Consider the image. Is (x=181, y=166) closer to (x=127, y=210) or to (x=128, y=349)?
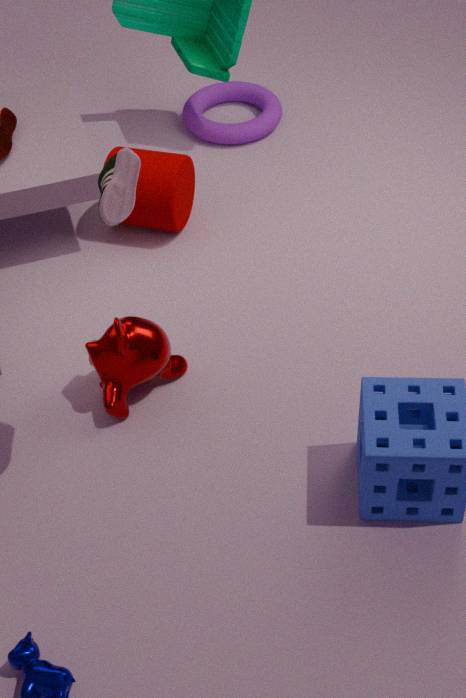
(x=128, y=349)
